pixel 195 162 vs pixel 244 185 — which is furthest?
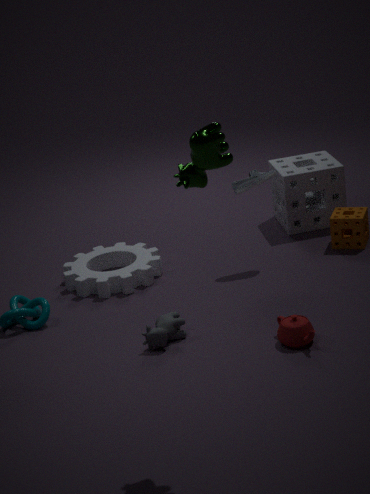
pixel 244 185
